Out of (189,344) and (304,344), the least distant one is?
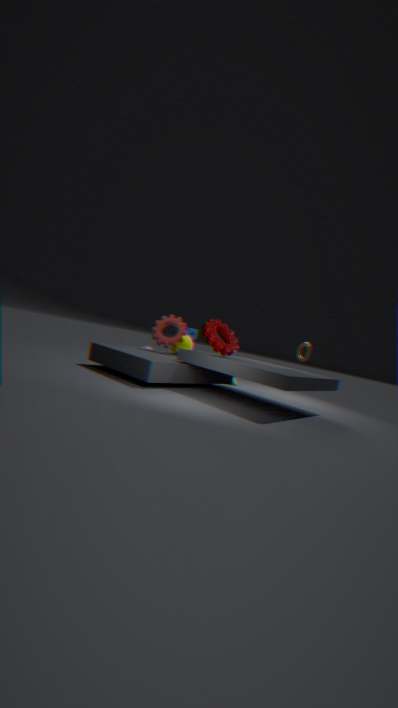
(304,344)
